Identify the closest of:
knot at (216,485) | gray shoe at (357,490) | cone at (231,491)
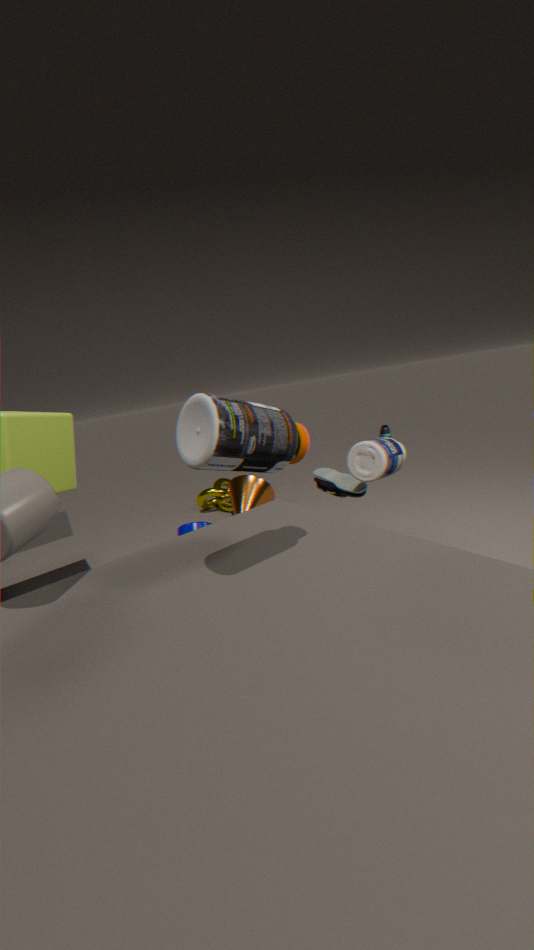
gray shoe at (357,490)
